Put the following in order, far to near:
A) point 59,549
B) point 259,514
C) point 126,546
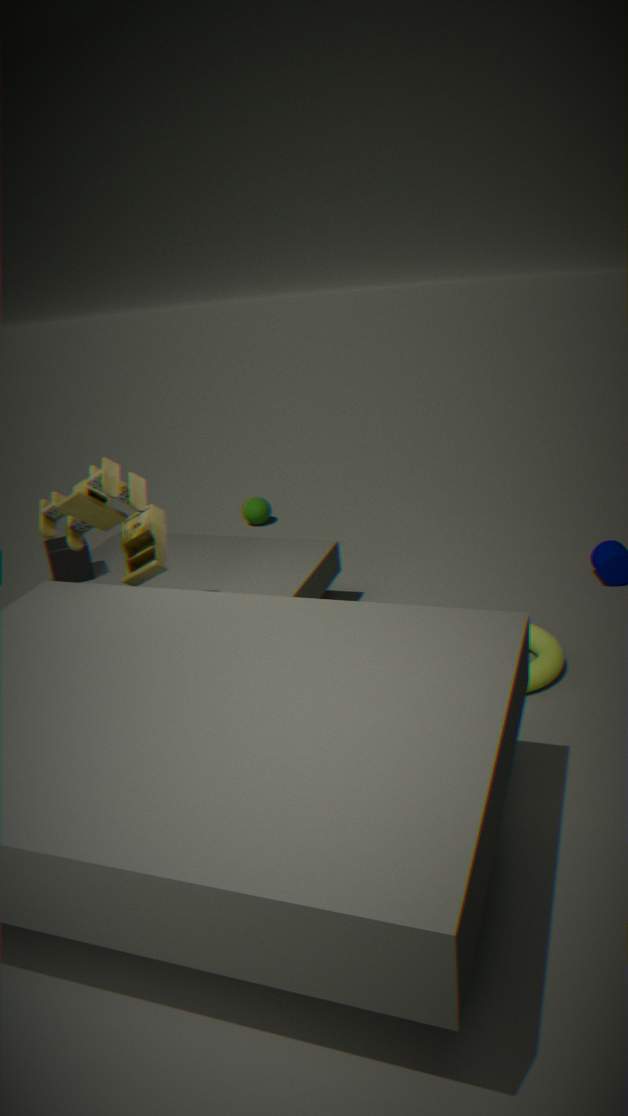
1. point 259,514
2. point 59,549
3. point 126,546
